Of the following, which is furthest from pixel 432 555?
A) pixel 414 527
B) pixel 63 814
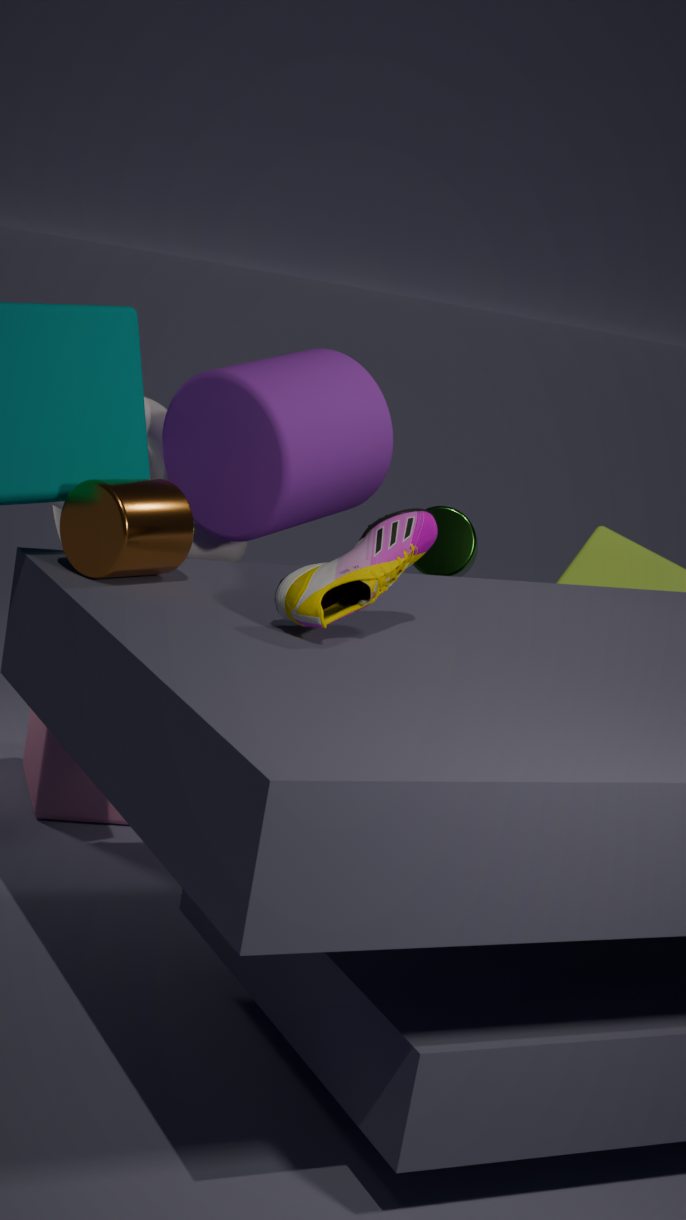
pixel 414 527
